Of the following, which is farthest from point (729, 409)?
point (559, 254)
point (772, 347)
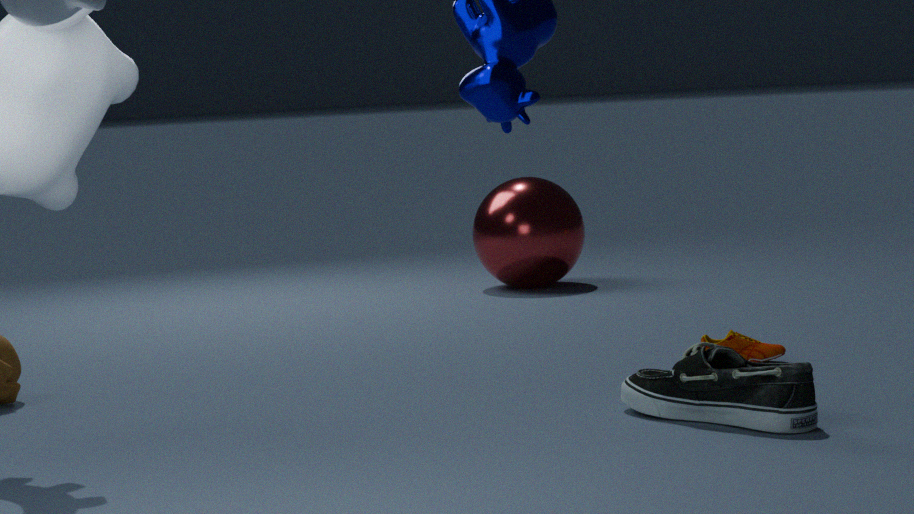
point (559, 254)
